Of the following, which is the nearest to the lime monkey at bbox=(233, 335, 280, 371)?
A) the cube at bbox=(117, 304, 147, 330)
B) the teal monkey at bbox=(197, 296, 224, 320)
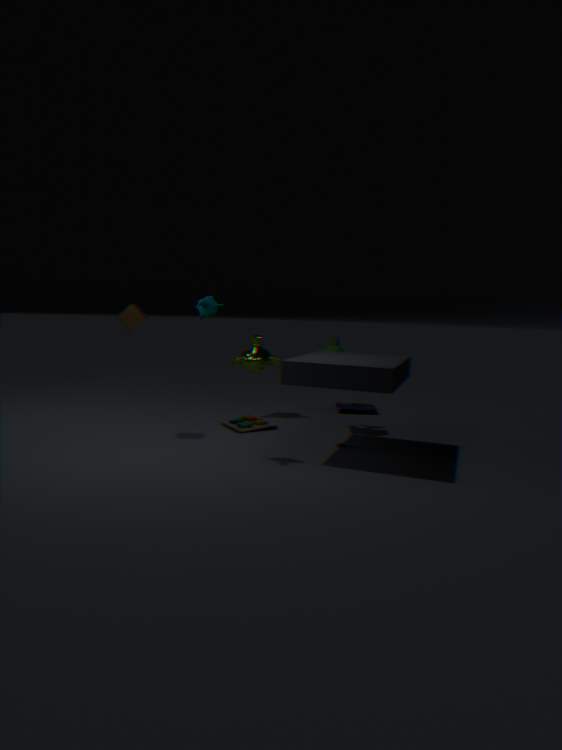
the cube at bbox=(117, 304, 147, 330)
